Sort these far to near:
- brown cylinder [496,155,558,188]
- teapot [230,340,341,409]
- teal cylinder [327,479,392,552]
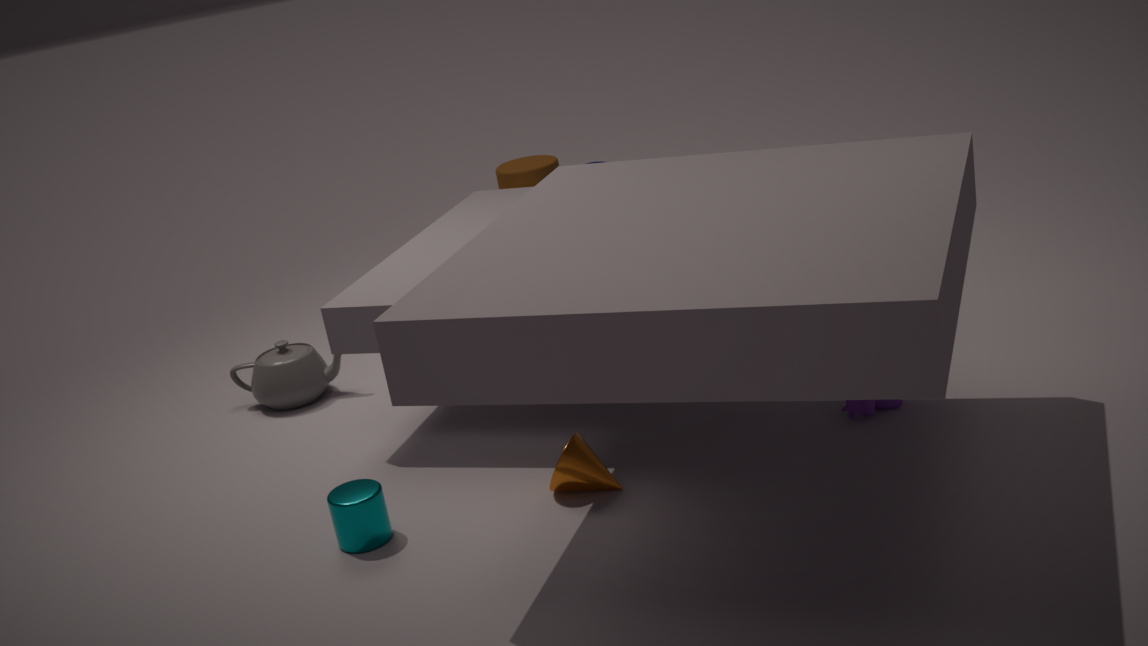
brown cylinder [496,155,558,188], teapot [230,340,341,409], teal cylinder [327,479,392,552]
